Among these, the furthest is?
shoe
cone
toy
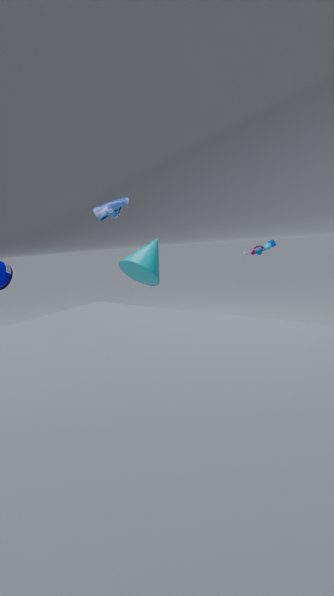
shoe
